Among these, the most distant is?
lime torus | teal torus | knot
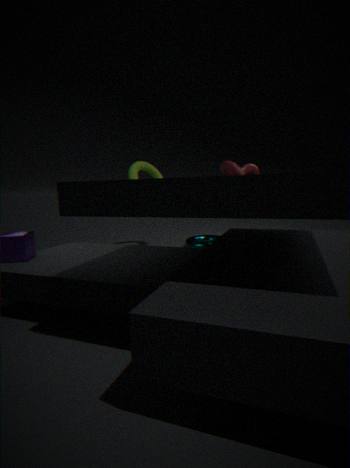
lime torus
